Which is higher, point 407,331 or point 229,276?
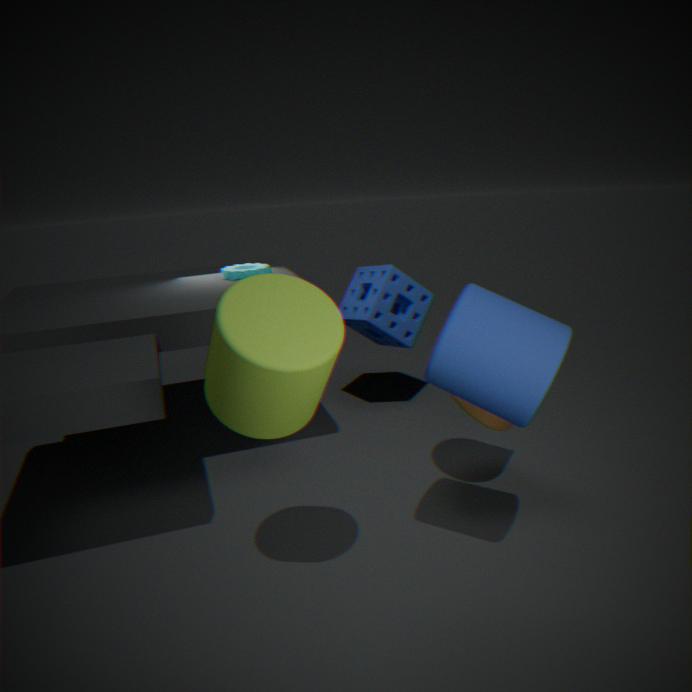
point 229,276
